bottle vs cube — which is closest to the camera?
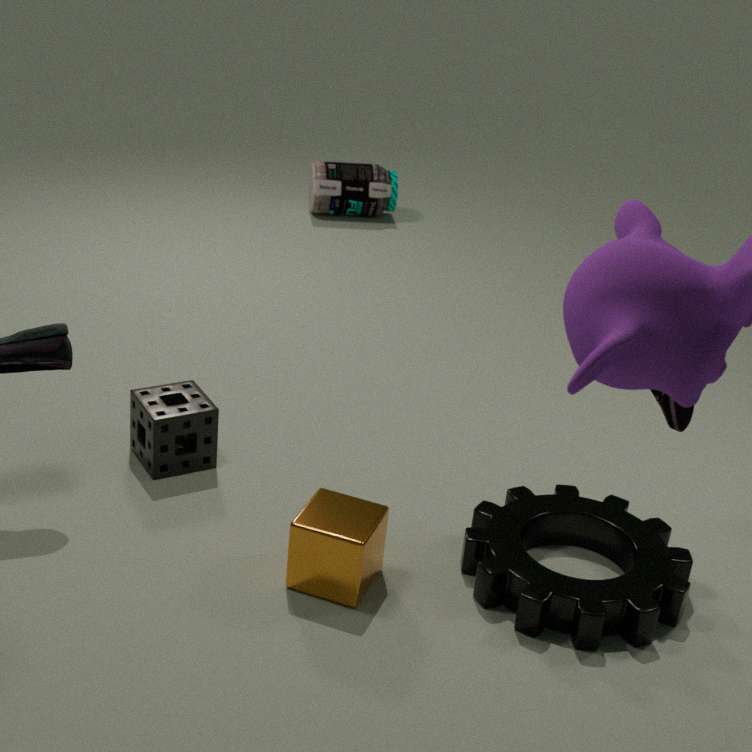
cube
